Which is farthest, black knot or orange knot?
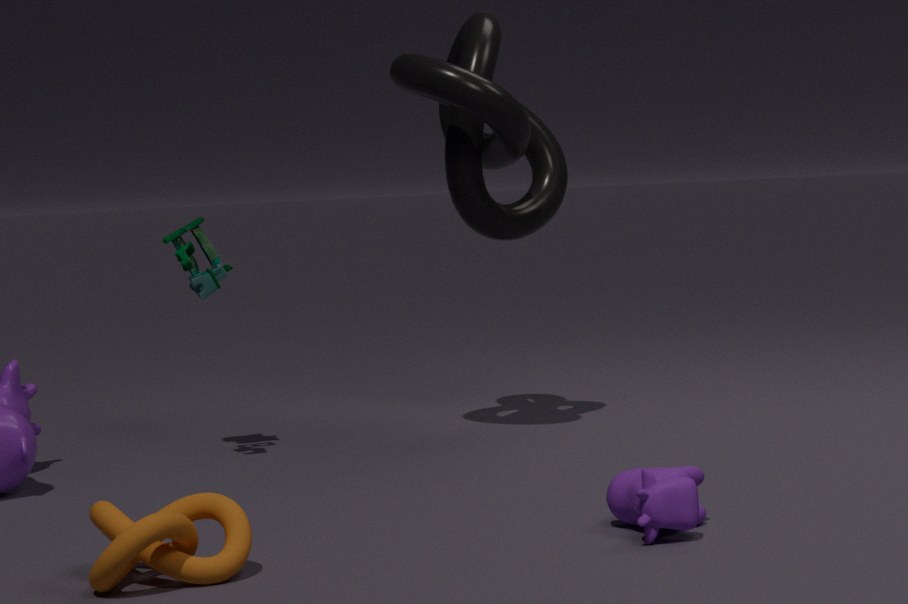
black knot
